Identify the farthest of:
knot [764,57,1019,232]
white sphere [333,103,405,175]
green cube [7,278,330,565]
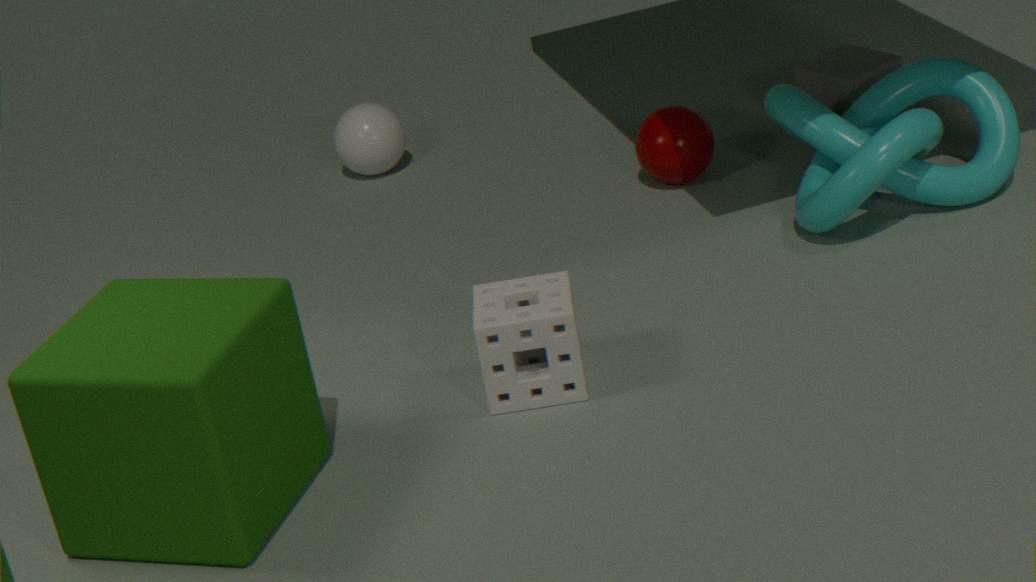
white sphere [333,103,405,175]
